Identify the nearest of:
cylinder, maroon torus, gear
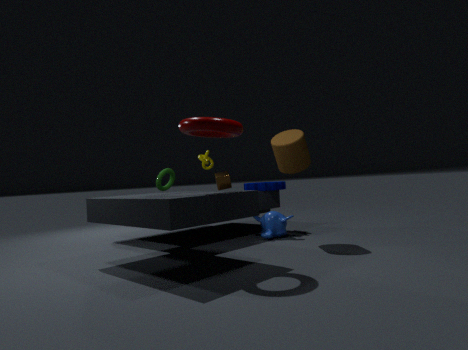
maroon torus
